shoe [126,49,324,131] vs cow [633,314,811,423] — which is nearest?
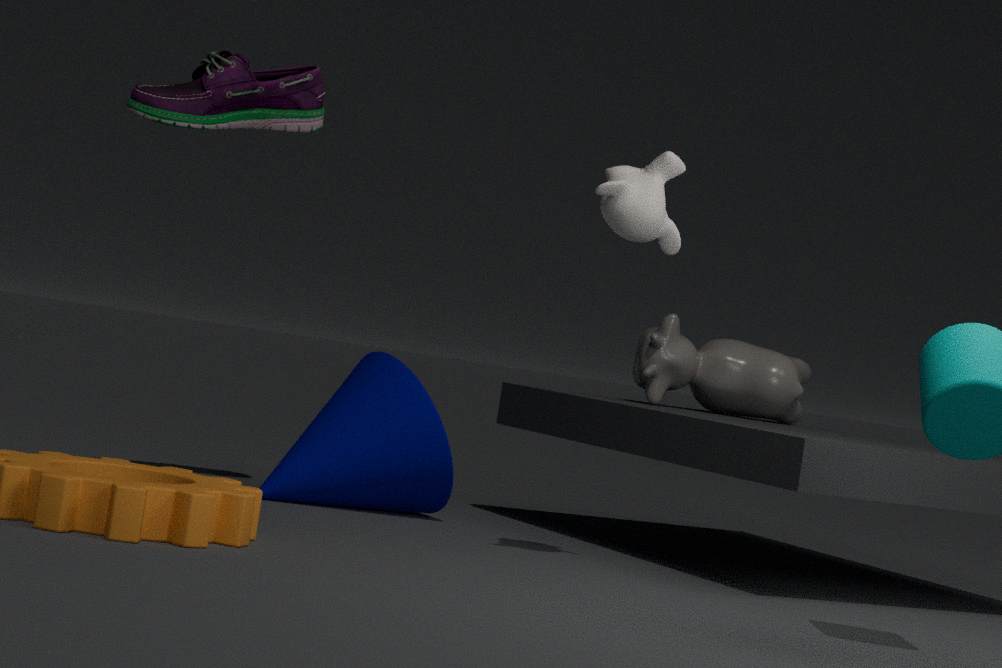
shoe [126,49,324,131]
